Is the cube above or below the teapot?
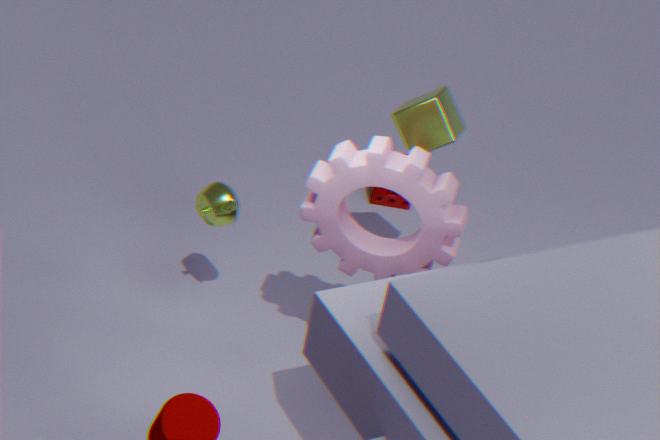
above
